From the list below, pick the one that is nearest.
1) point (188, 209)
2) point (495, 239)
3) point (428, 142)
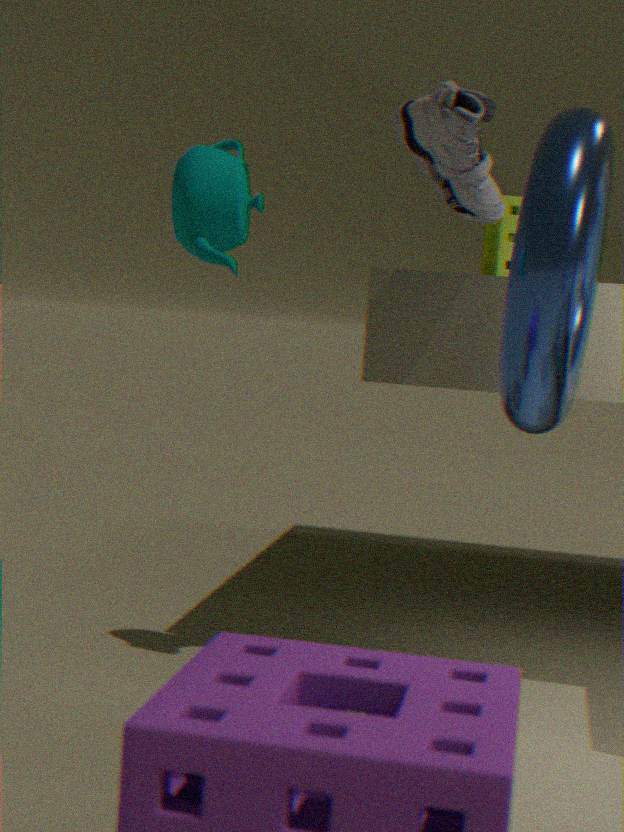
1. point (188, 209)
